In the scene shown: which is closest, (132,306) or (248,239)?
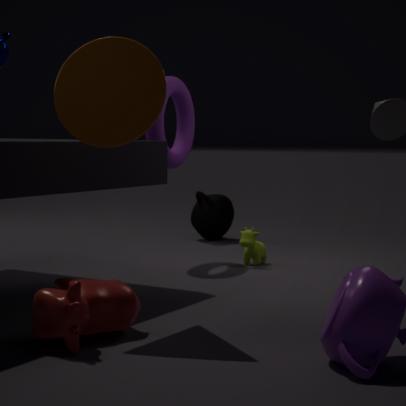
(132,306)
